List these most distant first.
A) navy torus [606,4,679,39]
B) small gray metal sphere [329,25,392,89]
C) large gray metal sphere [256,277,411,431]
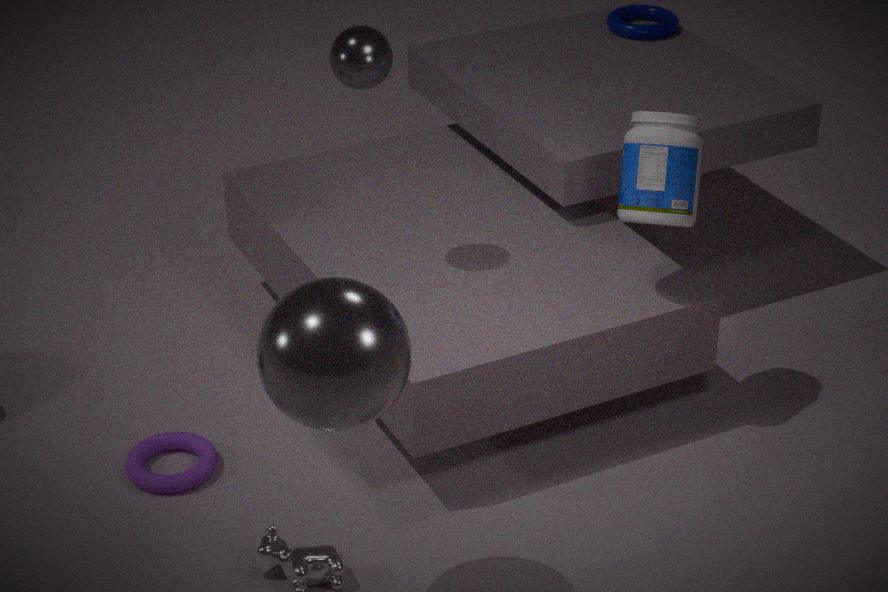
navy torus [606,4,679,39], small gray metal sphere [329,25,392,89], large gray metal sphere [256,277,411,431]
